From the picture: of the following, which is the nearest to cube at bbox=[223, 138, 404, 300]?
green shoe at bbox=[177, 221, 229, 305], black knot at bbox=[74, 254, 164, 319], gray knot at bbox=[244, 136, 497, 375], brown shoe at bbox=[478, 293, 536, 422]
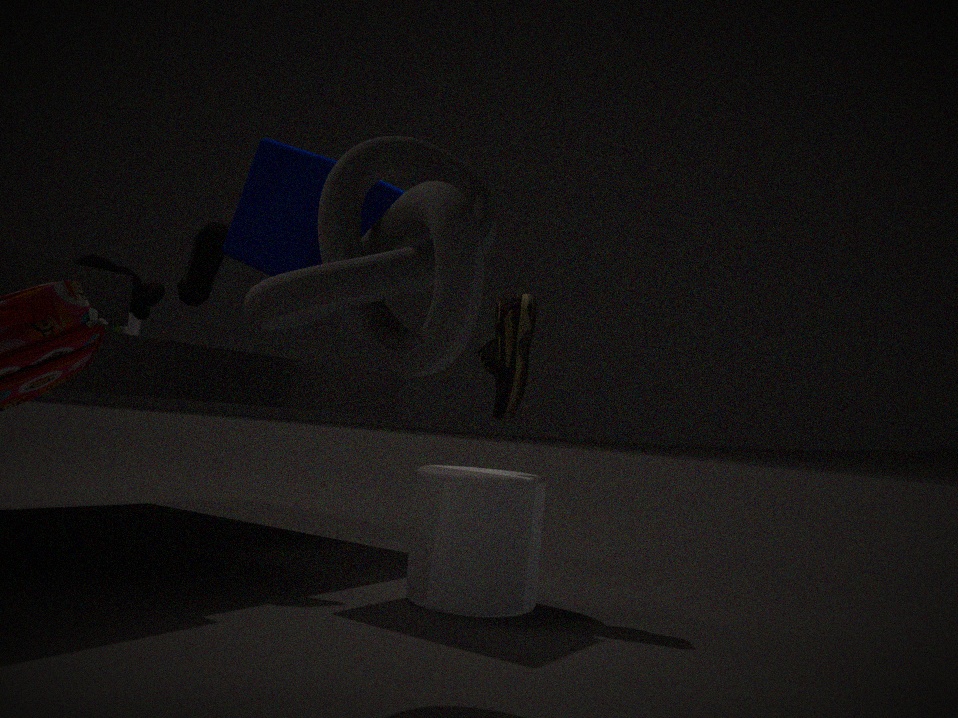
green shoe at bbox=[177, 221, 229, 305]
